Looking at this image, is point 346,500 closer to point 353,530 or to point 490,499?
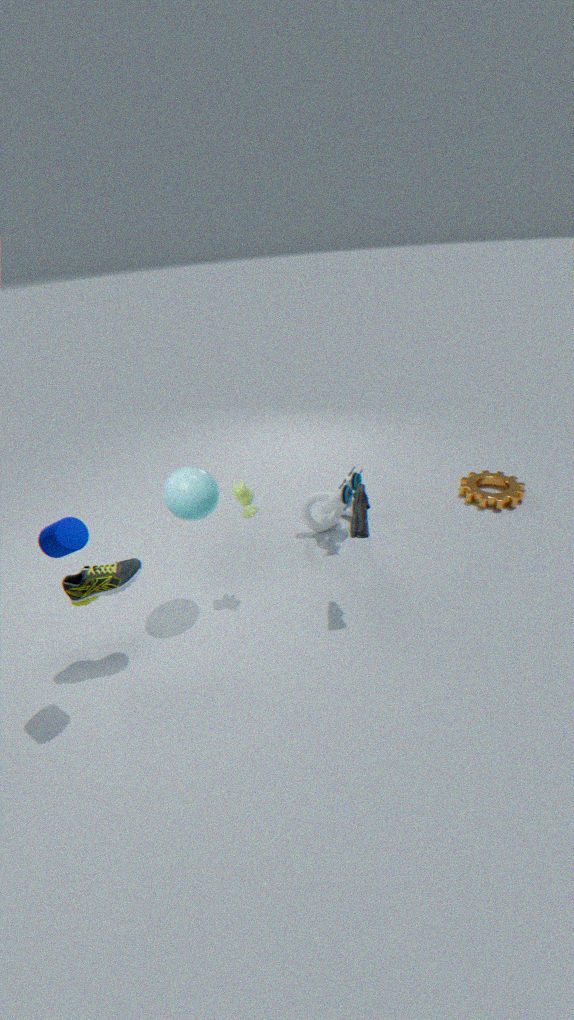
point 353,530
